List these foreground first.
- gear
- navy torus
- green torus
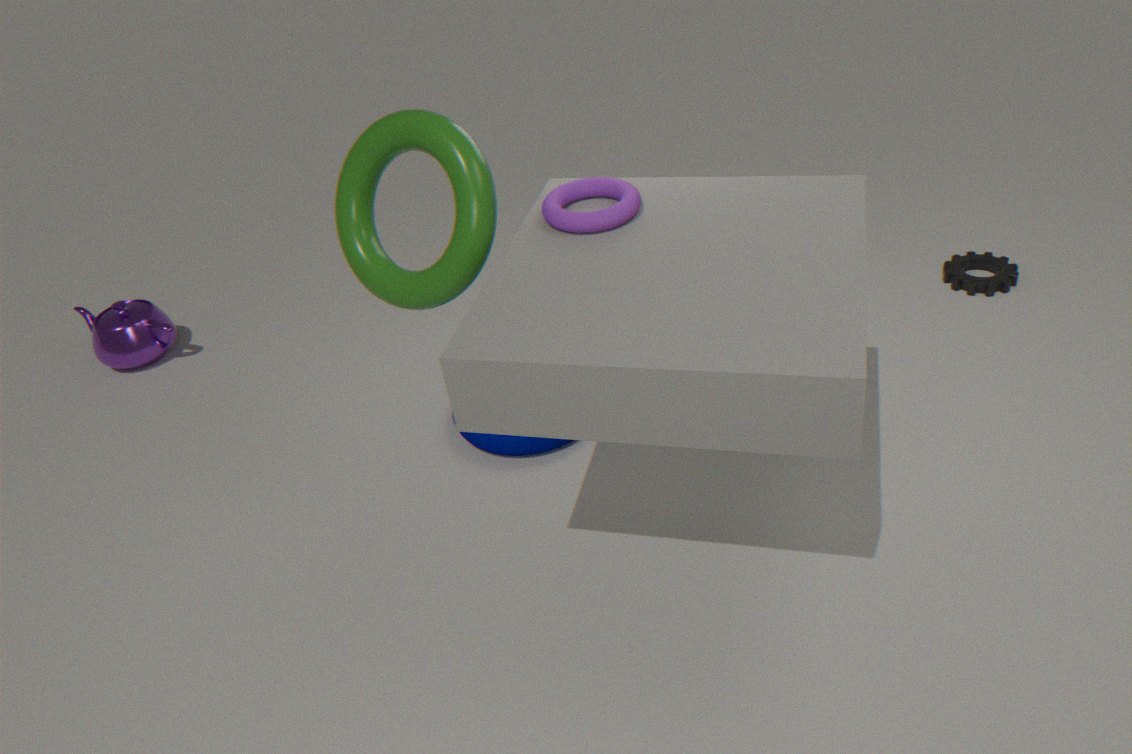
1. green torus
2. navy torus
3. gear
